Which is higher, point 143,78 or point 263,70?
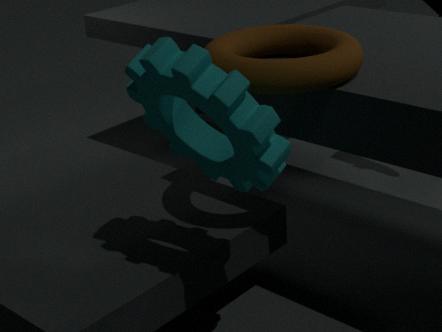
point 263,70
